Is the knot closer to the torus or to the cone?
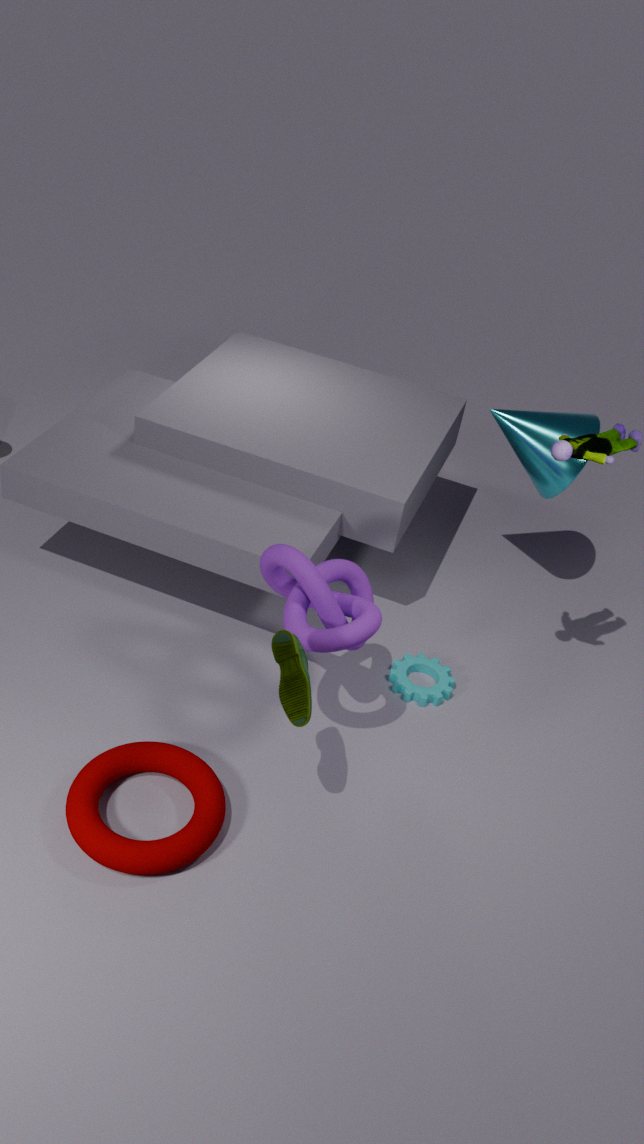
the torus
